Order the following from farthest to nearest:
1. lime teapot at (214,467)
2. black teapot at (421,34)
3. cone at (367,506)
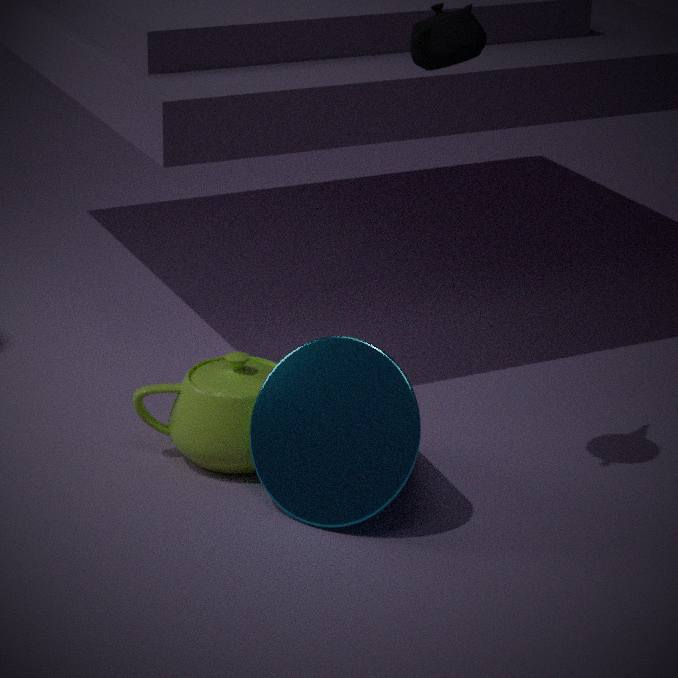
lime teapot at (214,467) → cone at (367,506) → black teapot at (421,34)
